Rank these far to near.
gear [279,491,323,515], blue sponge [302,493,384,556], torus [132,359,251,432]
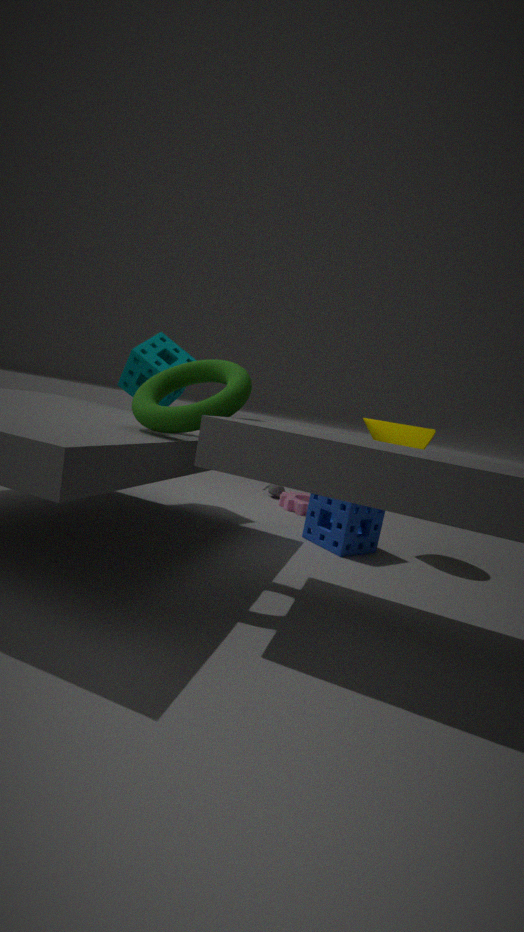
gear [279,491,323,515], blue sponge [302,493,384,556], torus [132,359,251,432]
